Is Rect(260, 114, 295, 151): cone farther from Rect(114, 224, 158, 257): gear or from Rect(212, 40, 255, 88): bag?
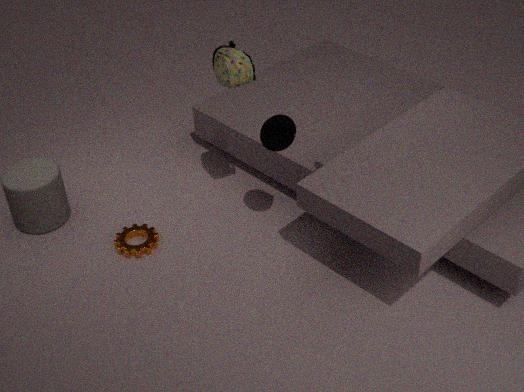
Rect(114, 224, 158, 257): gear
